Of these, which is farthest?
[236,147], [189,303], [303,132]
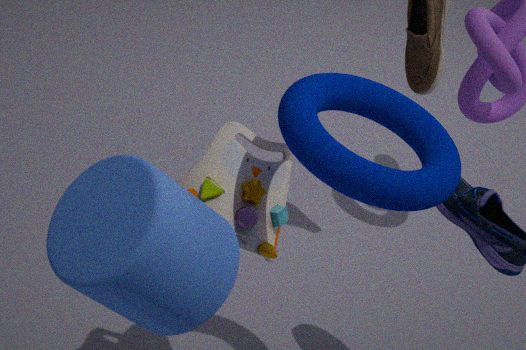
[236,147]
